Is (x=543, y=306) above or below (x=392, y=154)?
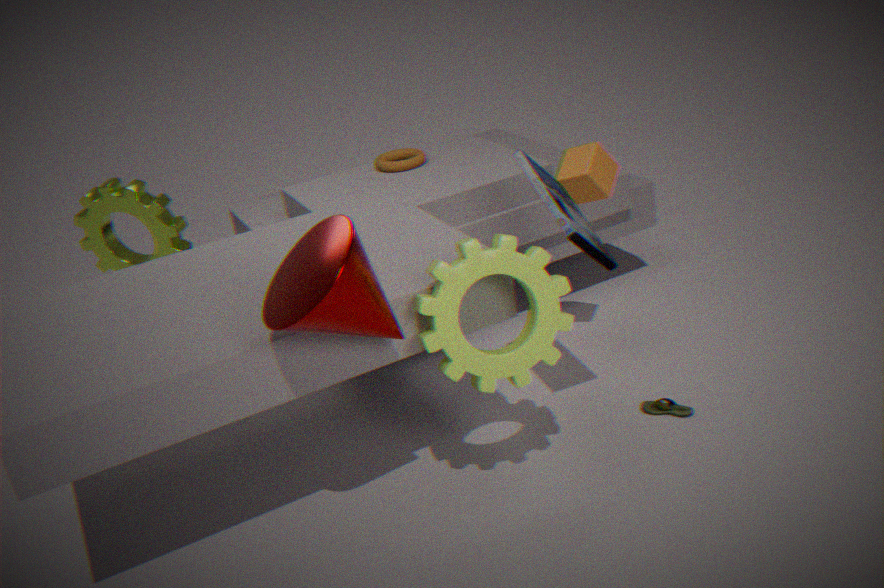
below
